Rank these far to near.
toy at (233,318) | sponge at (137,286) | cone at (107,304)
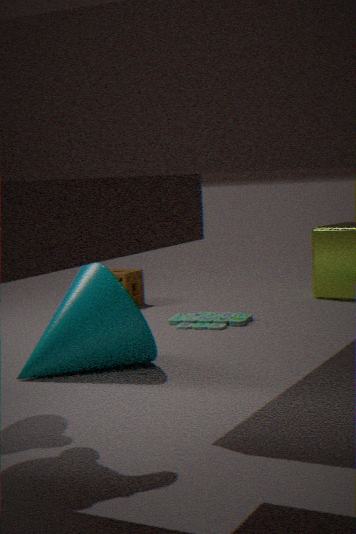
sponge at (137,286), toy at (233,318), cone at (107,304)
